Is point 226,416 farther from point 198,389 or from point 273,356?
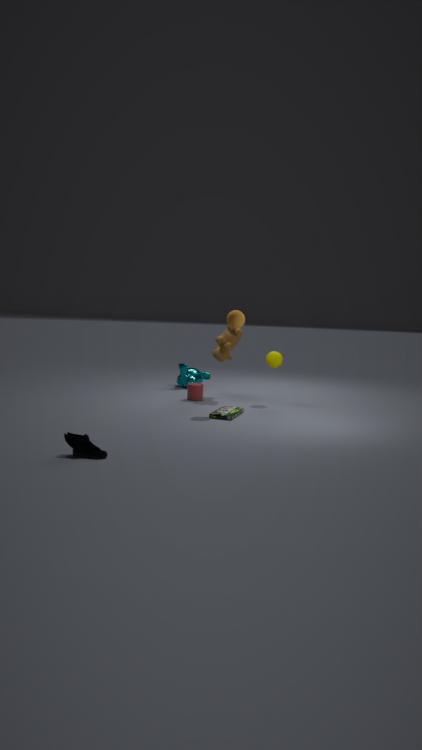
point 273,356
